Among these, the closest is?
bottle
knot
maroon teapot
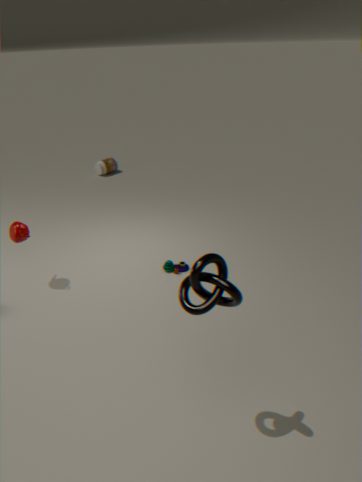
knot
